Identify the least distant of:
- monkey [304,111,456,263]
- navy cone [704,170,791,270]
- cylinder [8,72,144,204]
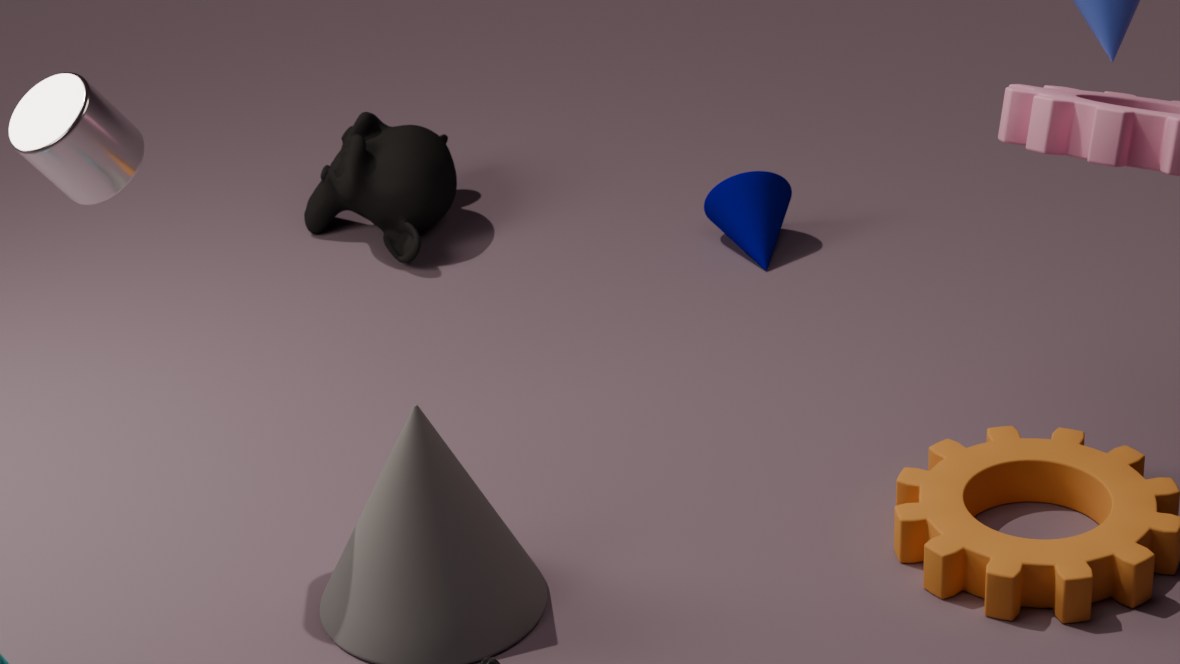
cylinder [8,72,144,204]
